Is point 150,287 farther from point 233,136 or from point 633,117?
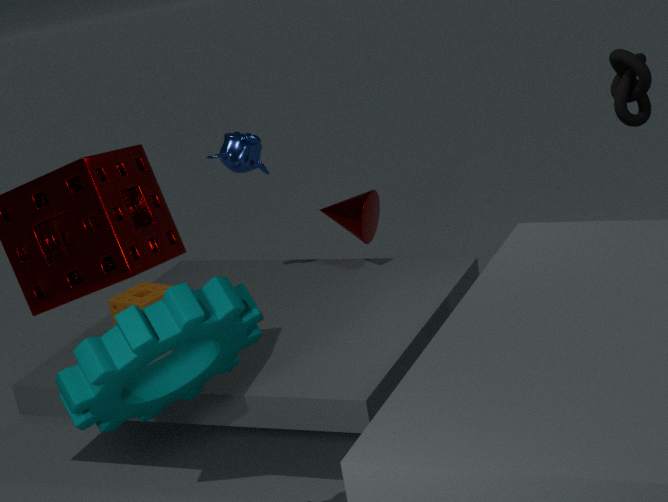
point 633,117
